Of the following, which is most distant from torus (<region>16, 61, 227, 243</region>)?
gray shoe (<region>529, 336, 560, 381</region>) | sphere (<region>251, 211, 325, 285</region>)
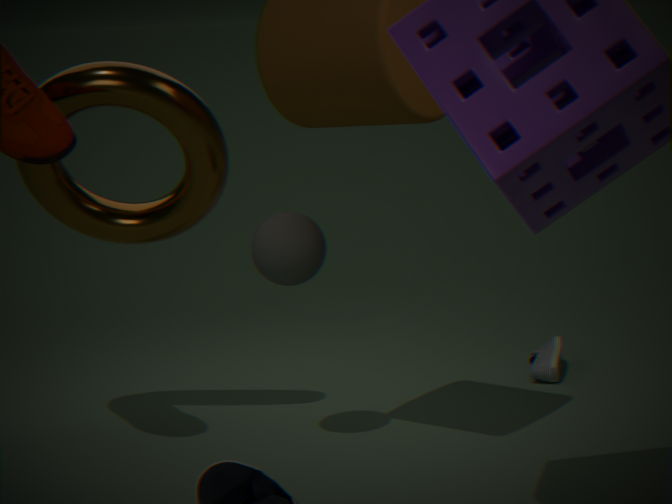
gray shoe (<region>529, 336, 560, 381</region>)
